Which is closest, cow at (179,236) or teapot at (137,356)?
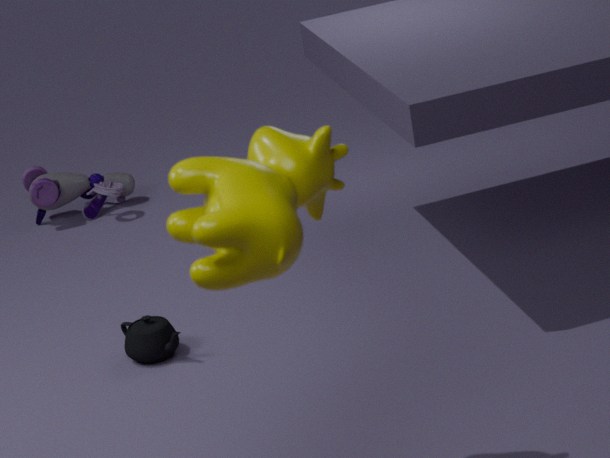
cow at (179,236)
